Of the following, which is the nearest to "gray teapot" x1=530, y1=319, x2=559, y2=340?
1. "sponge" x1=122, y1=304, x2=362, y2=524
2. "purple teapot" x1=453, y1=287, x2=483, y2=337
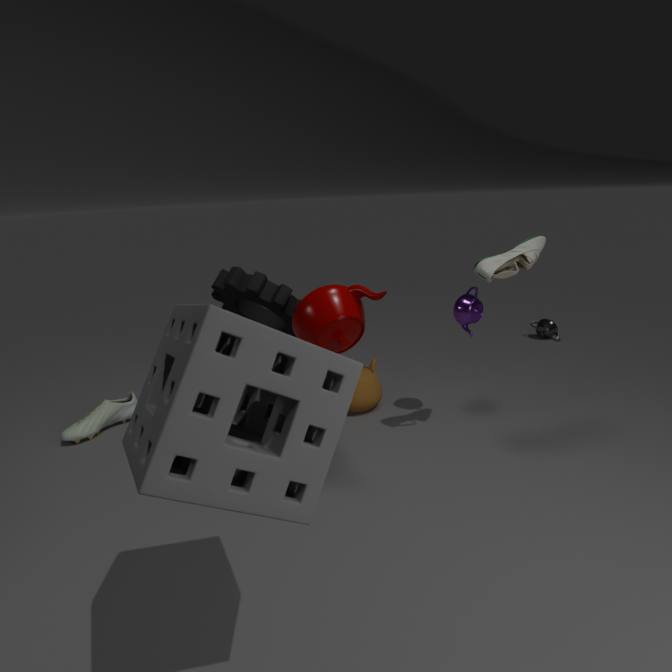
"purple teapot" x1=453, y1=287, x2=483, y2=337
